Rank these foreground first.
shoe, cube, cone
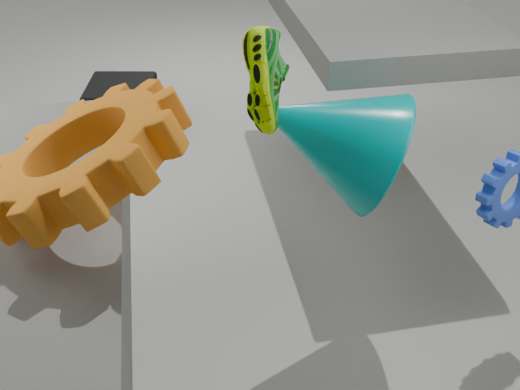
1. shoe
2. cone
3. cube
